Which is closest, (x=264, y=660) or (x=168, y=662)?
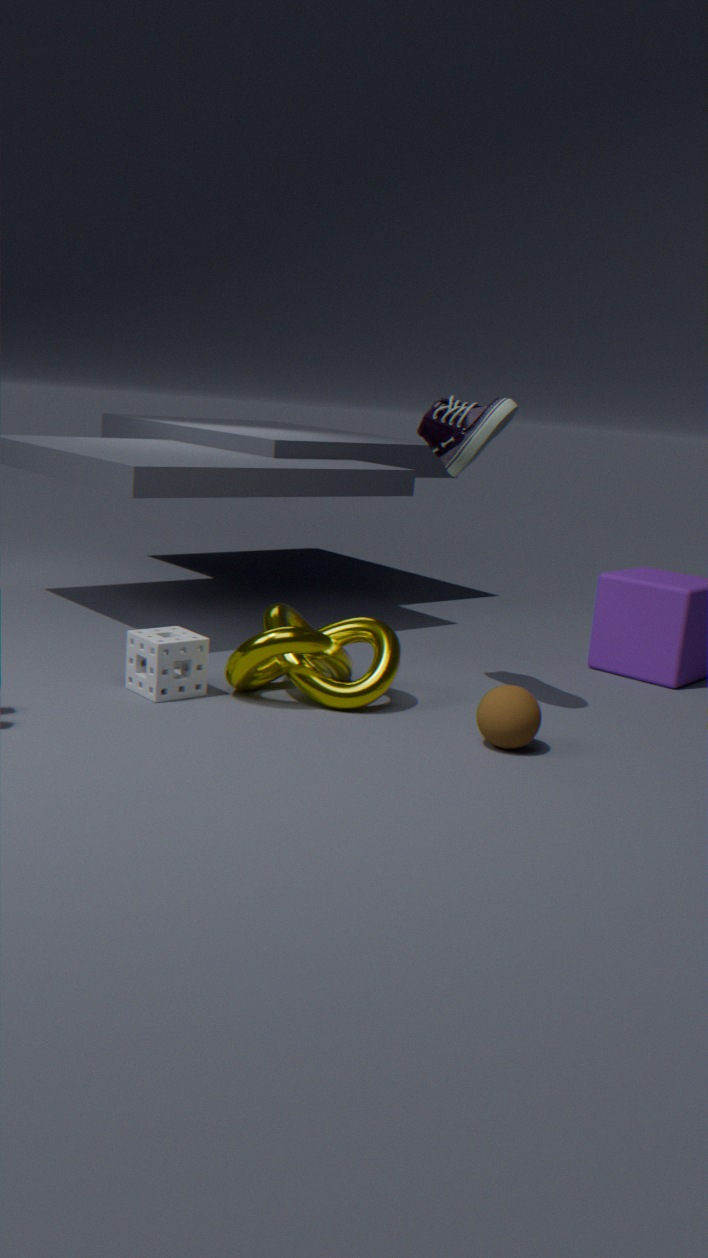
(x=264, y=660)
